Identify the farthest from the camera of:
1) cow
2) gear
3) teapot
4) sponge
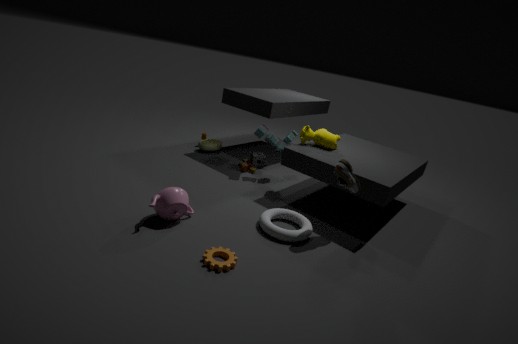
4. sponge
